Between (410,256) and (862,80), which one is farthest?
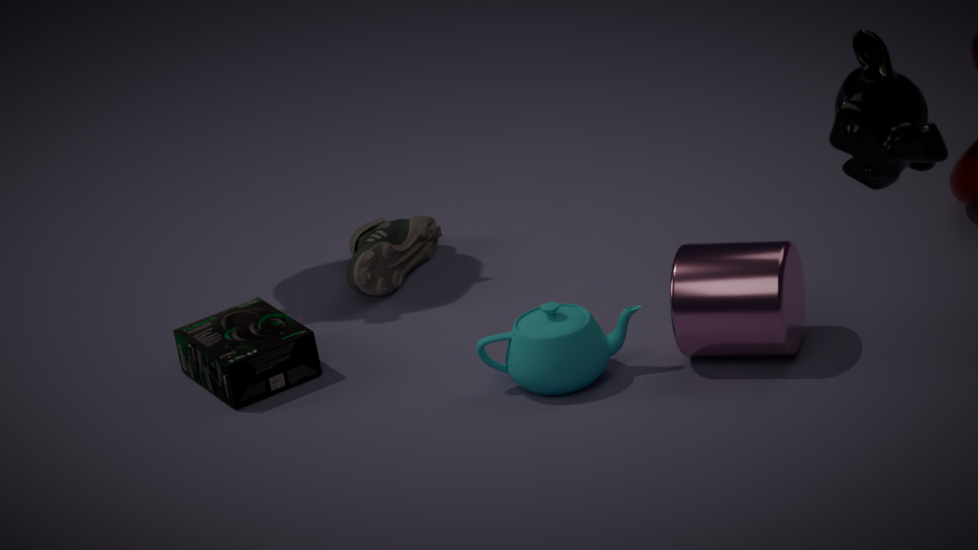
(410,256)
